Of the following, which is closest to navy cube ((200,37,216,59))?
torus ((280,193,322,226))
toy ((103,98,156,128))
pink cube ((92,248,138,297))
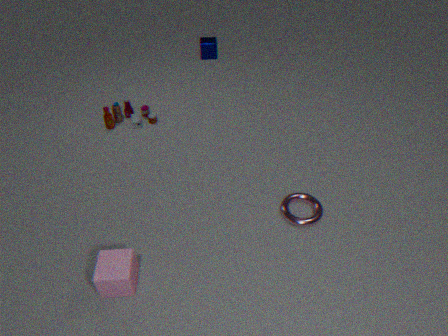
toy ((103,98,156,128))
